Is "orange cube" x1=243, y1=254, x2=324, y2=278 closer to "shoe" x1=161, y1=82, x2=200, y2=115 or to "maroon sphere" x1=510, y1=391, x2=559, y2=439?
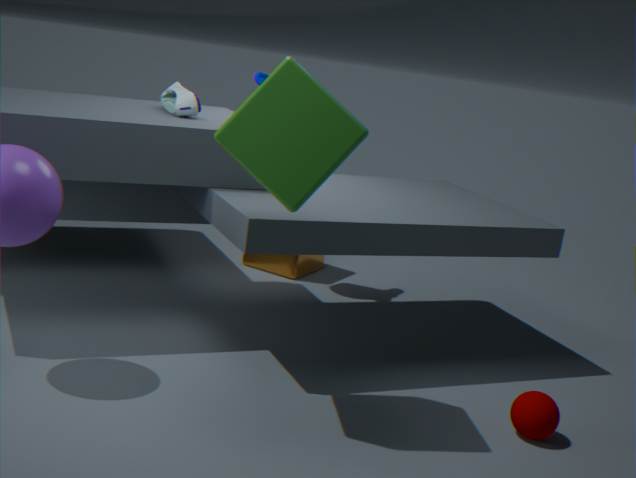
"shoe" x1=161, y1=82, x2=200, y2=115
